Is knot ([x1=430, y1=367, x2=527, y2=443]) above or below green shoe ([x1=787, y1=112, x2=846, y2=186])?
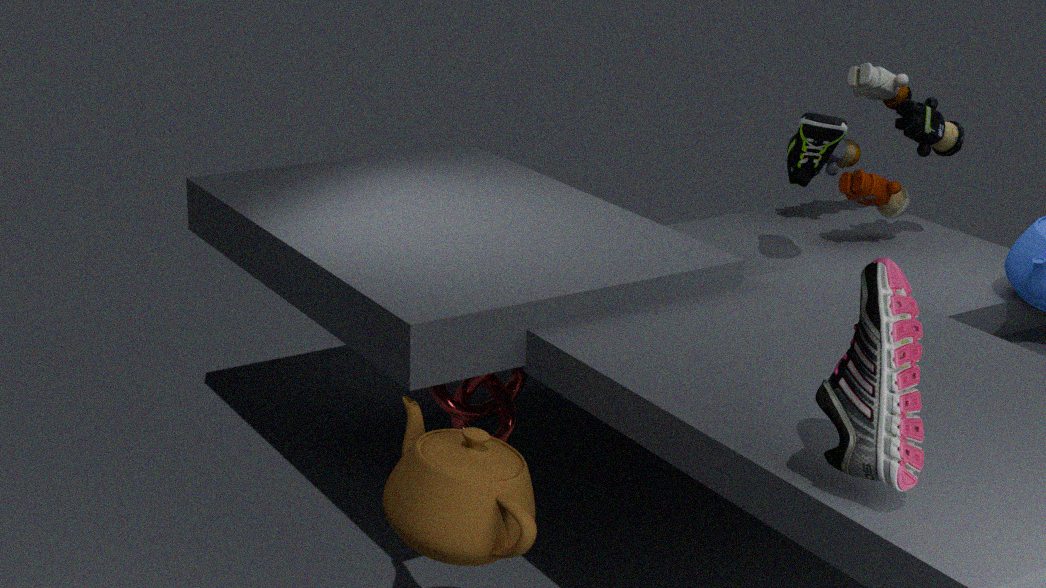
below
